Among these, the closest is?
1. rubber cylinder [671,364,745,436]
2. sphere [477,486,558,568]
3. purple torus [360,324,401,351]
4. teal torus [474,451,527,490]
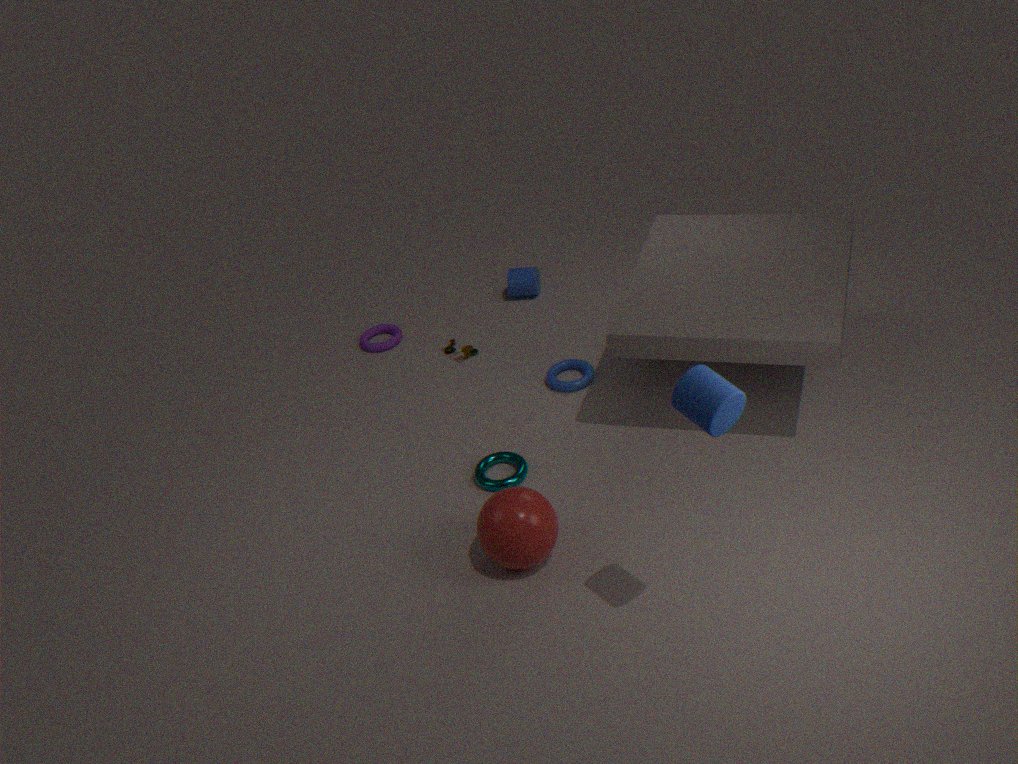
rubber cylinder [671,364,745,436]
